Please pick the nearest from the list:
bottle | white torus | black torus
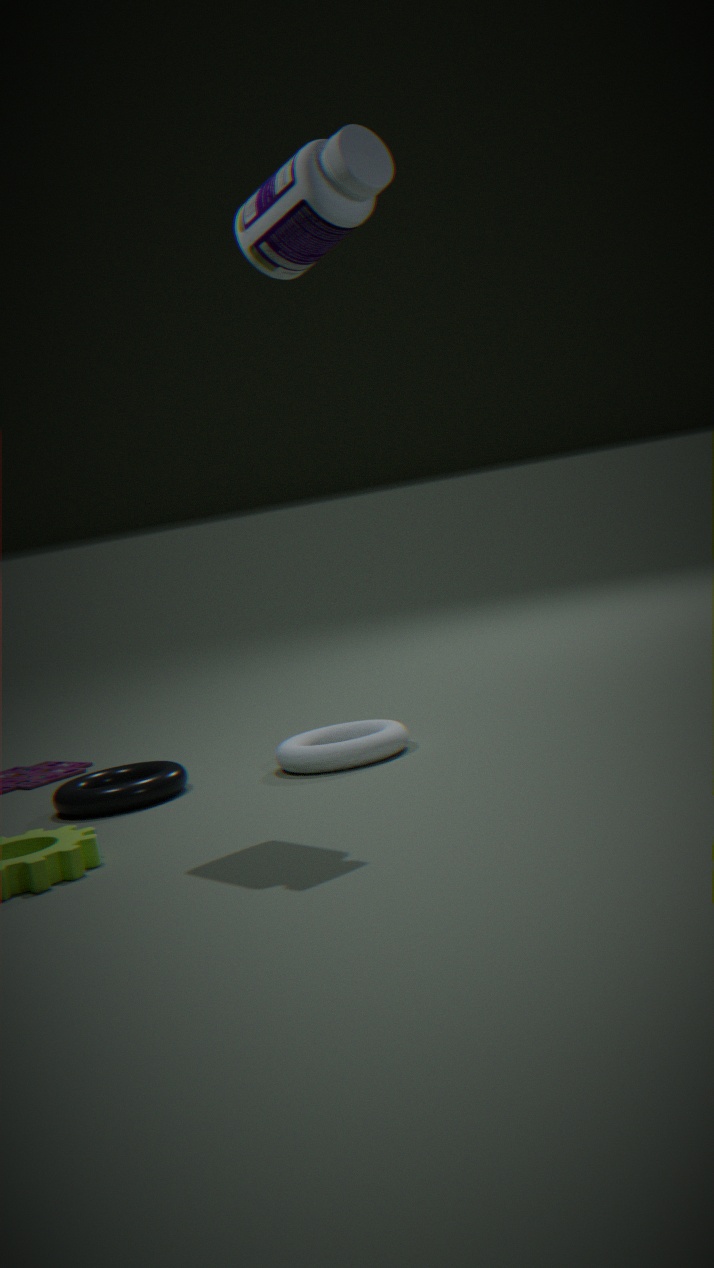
bottle
